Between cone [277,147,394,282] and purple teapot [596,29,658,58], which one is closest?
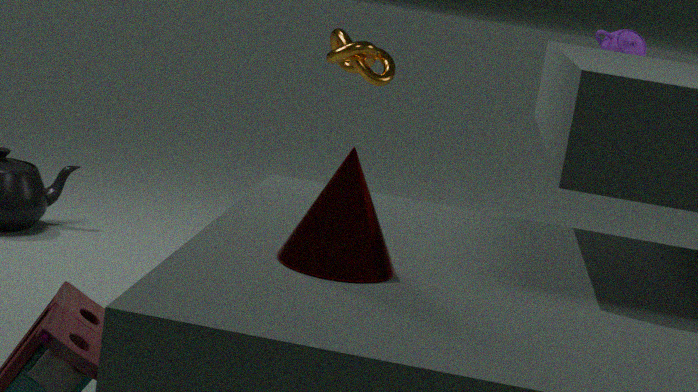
cone [277,147,394,282]
